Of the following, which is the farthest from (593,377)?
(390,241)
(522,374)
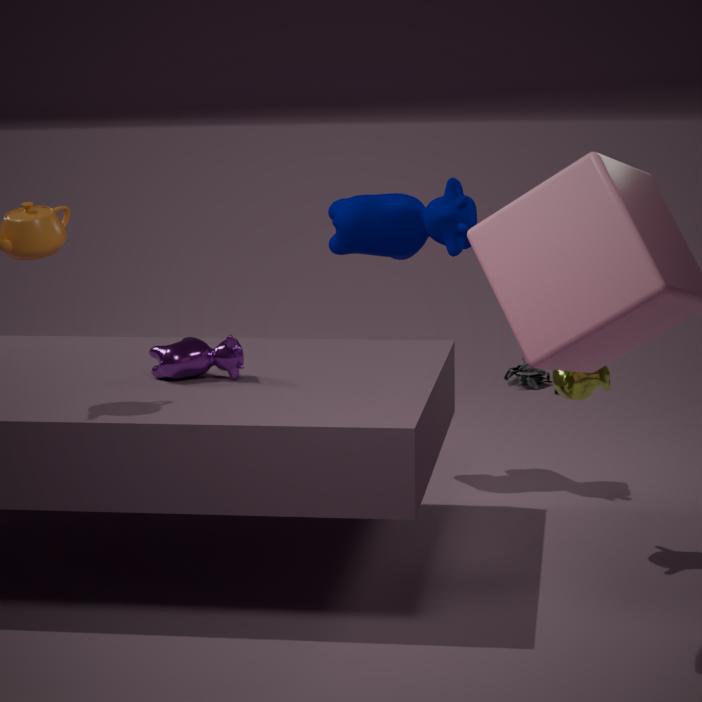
(522,374)
